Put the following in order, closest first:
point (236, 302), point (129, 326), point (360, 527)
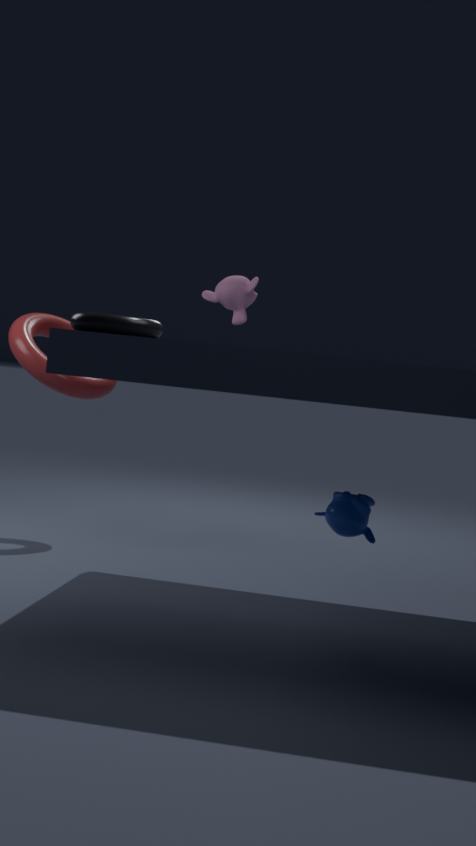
1. point (129, 326)
2. point (360, 527)
3. point (236, 302)
